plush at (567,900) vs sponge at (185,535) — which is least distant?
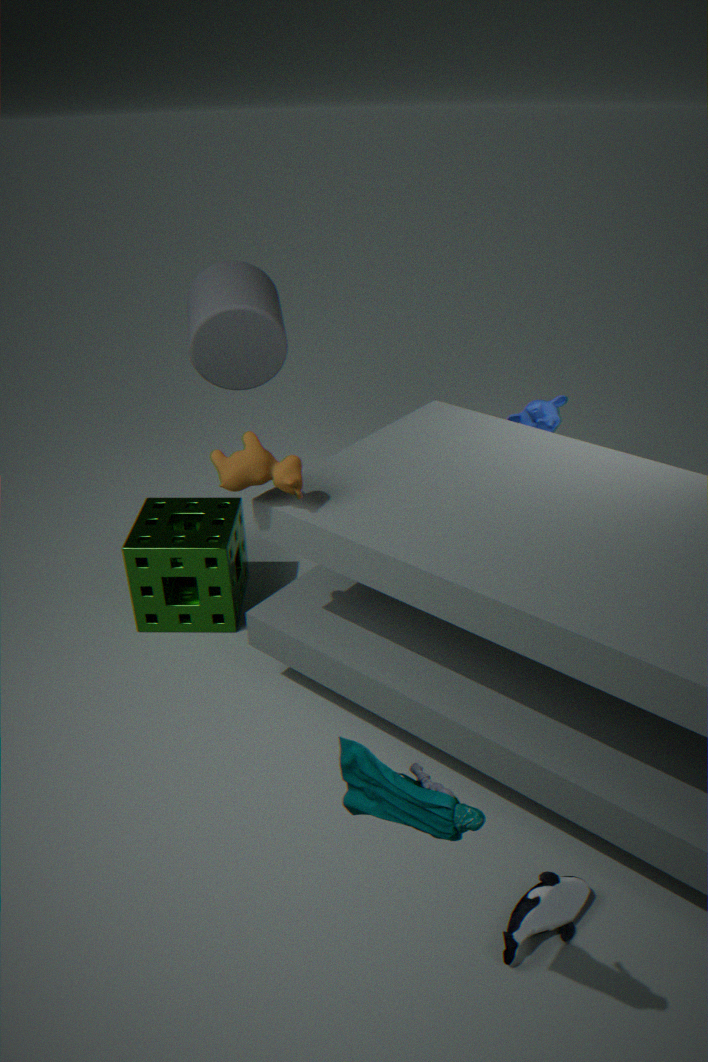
plush at (567,900)
